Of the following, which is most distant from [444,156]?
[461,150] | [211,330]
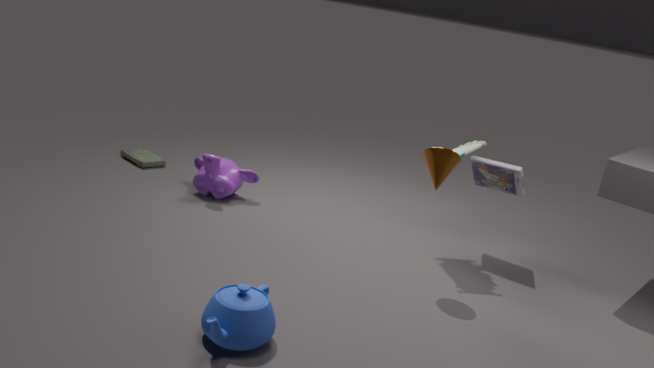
[211,330]
